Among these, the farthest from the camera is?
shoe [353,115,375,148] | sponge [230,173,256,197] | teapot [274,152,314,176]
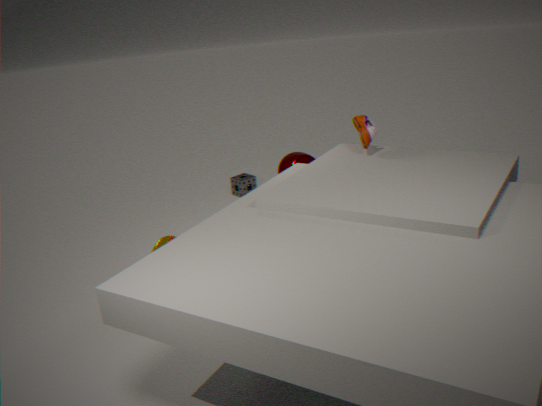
sponge [230,173,256,197]
